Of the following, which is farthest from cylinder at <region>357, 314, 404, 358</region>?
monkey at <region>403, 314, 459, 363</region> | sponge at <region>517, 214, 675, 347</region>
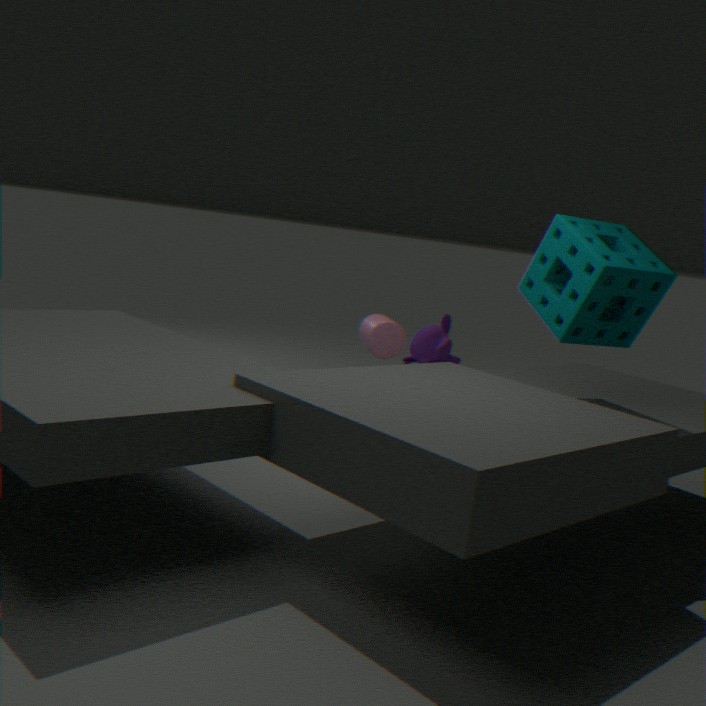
monkey at <region>403, 314, 459, 363</region>
